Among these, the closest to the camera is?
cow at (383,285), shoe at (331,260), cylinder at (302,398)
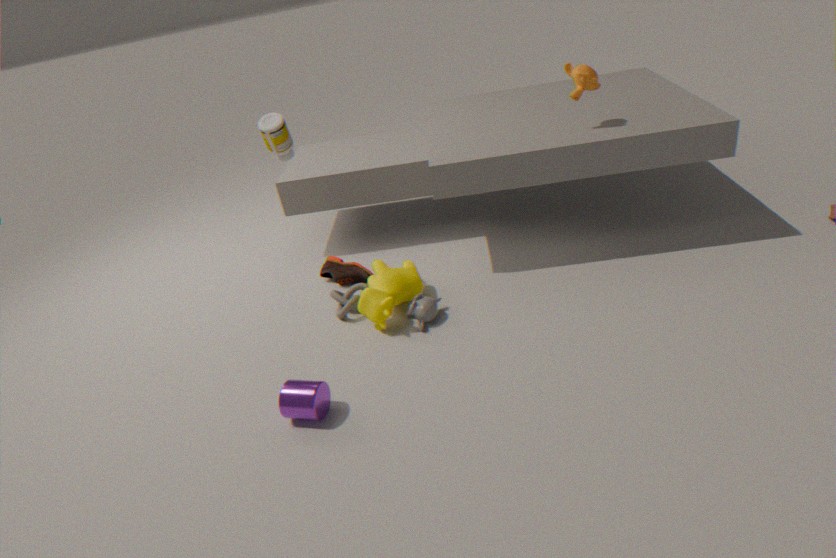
cylinder at (302,398)
